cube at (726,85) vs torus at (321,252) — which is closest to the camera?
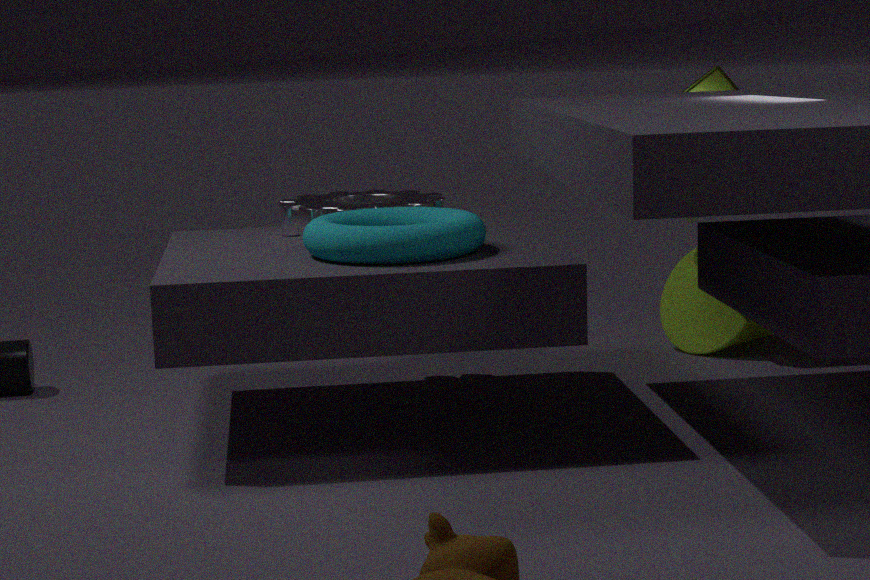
torus at (321,252)
